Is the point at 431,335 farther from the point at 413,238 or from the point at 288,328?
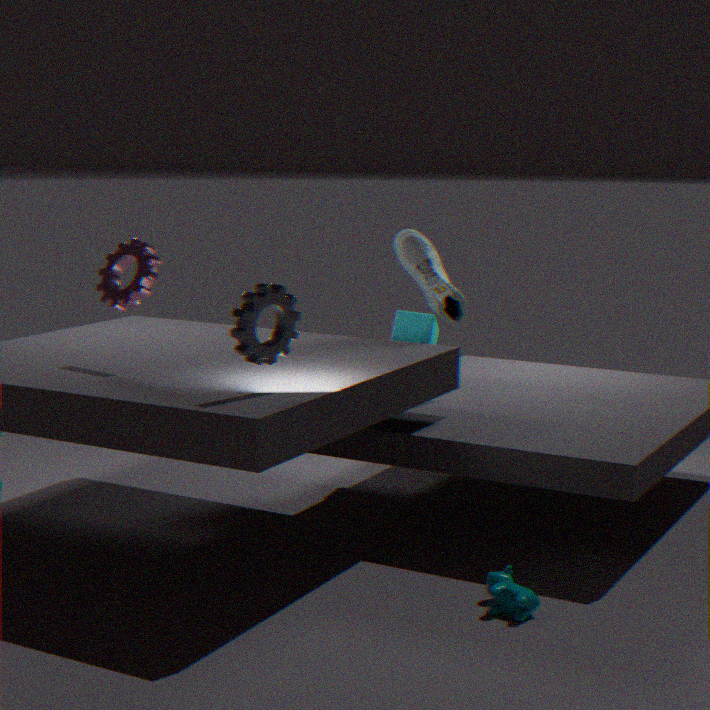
the point at 288,328
